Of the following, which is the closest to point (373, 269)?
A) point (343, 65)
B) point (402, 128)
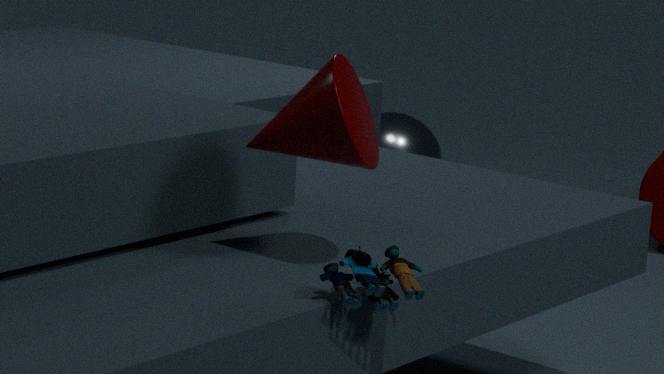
point (343, 65)
